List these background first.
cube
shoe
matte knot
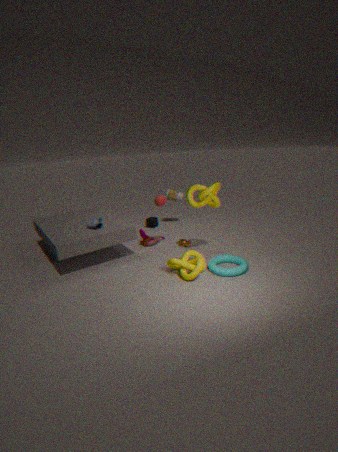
cube
shoe
matte knot
